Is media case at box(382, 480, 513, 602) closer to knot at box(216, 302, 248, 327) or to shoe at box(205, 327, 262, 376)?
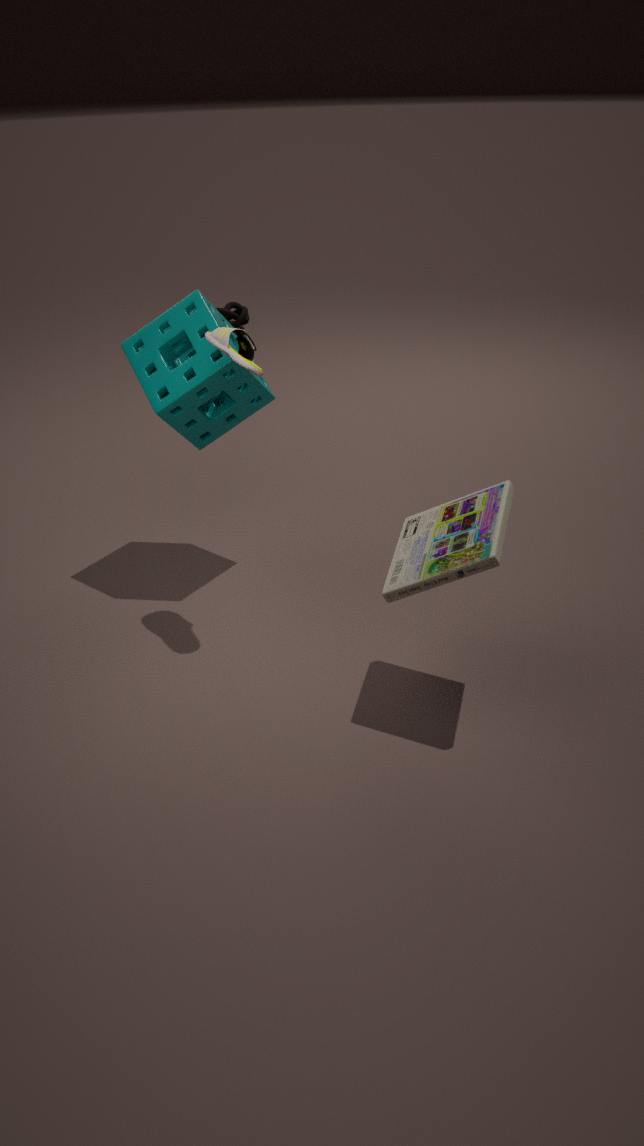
shoe at box(205, 327, 262, 376)
